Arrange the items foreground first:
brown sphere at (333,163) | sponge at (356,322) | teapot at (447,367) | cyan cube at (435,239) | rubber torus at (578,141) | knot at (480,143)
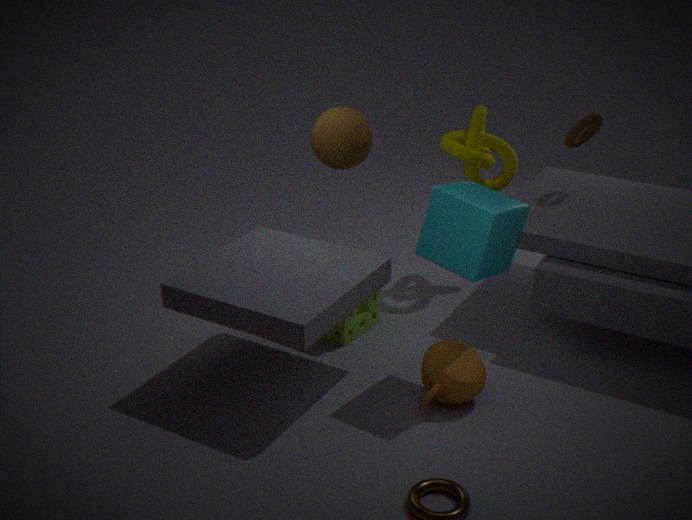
cyan cube at (435,239) → teapot at (447,367) → sponge at (356,322) → brown sphere at (333,163) → rubber torus at (578,141) → knot at (480,143)
